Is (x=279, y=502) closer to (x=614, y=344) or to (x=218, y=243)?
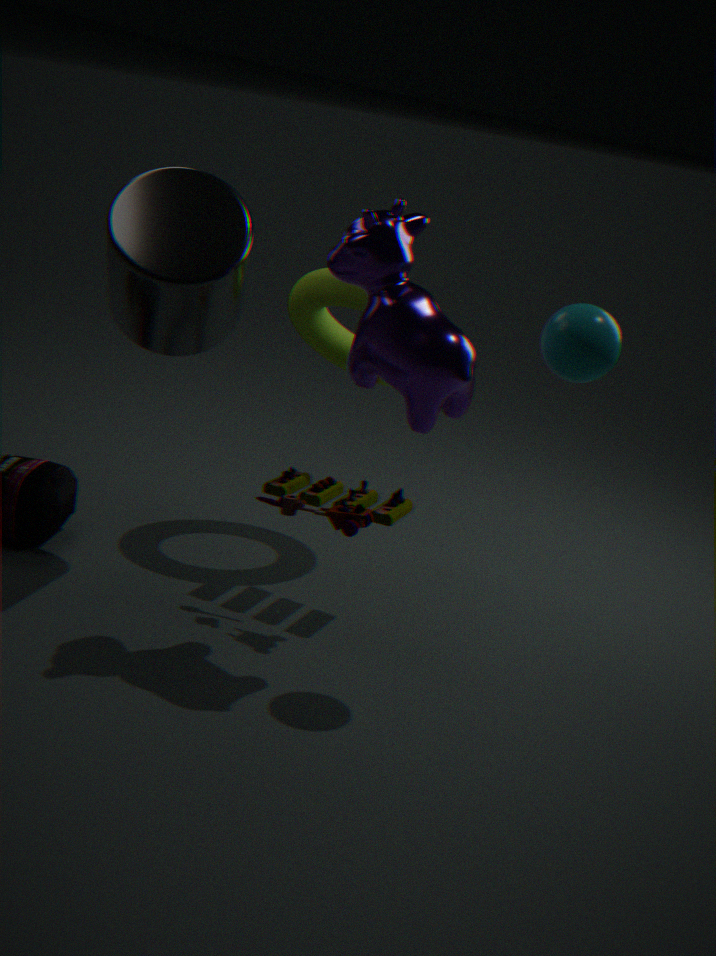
(x=218, y=243)
